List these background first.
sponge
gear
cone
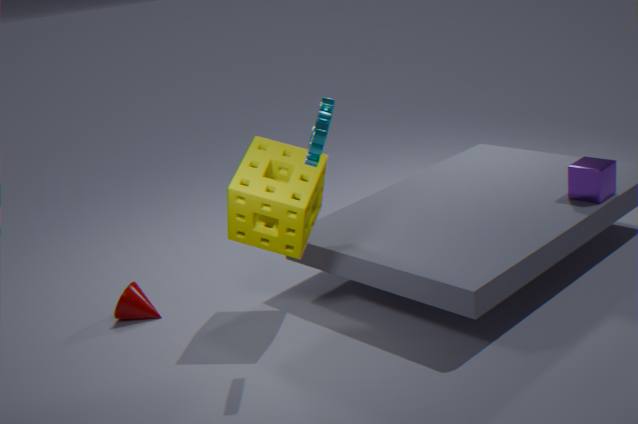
cone < sponge < gear
